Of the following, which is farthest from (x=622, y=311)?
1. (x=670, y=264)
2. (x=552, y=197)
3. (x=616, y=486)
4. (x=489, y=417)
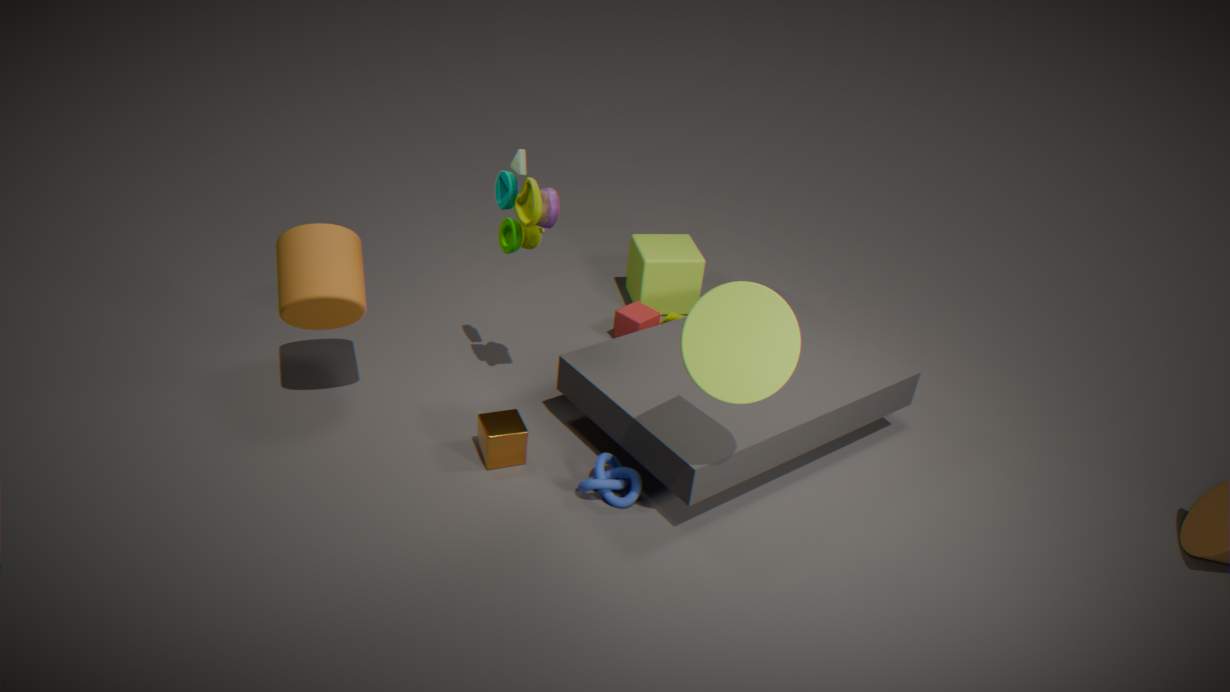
(x=616, y=486)
